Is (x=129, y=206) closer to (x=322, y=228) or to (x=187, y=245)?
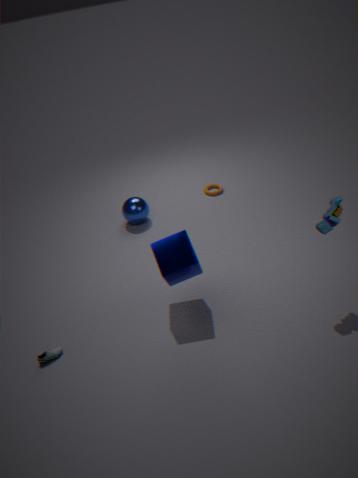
(x=187, y=245)
